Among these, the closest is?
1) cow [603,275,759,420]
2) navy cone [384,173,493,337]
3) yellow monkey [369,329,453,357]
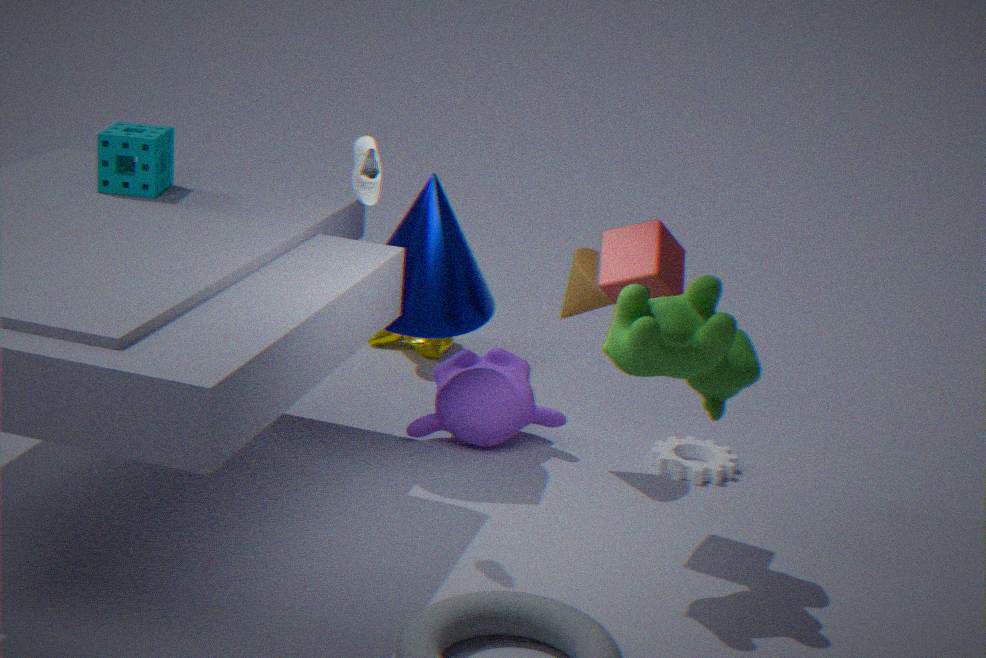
1. cow [603,275,759,420]
